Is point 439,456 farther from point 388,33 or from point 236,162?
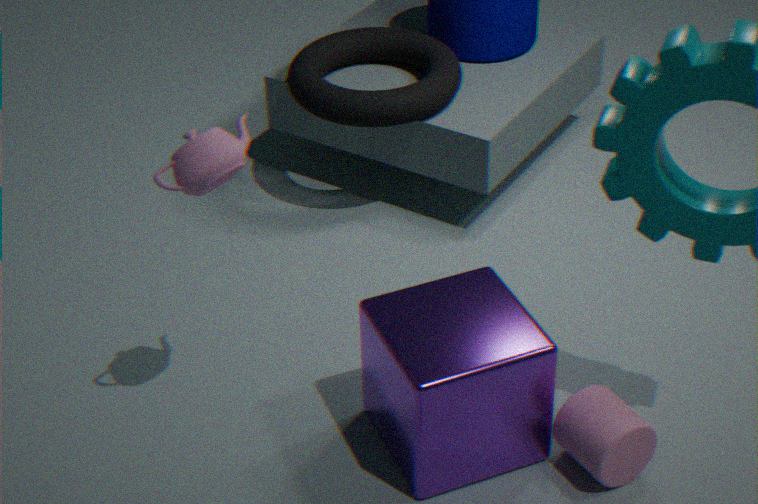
point 388,33
